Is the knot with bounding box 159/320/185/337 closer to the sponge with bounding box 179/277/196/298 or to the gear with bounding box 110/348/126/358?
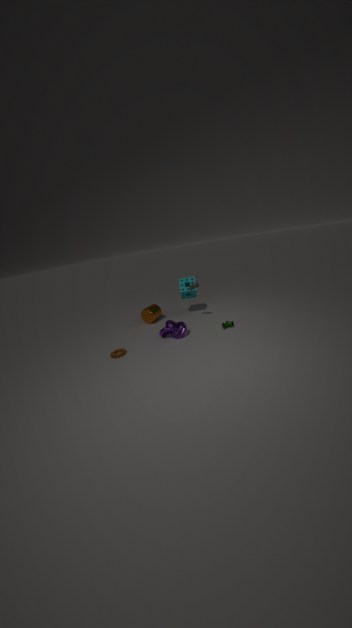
the gear with bounding box 110/348/126/358
